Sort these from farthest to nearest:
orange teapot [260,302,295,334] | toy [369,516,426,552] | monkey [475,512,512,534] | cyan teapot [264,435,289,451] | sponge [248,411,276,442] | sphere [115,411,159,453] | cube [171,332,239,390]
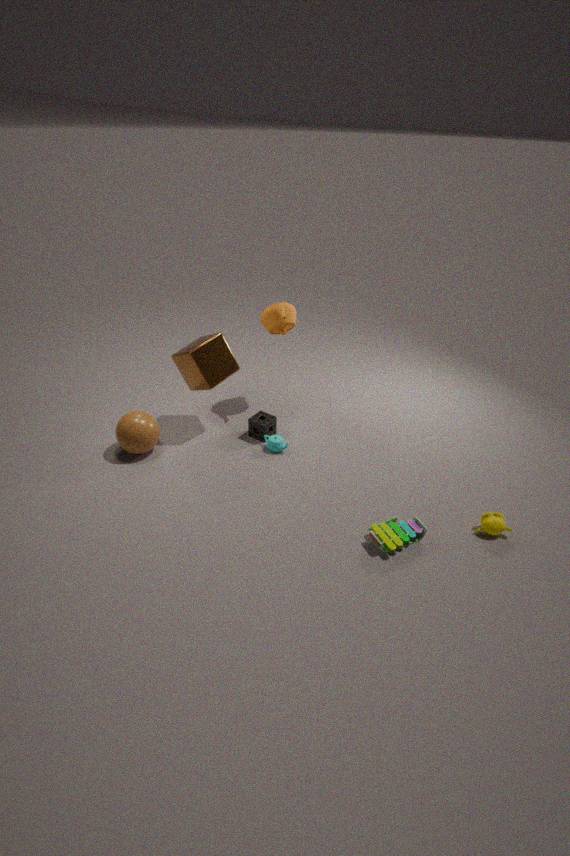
orange teapot [260,302,295,334], sponge [248,411,276,442], cyan teapot [264,435,289,451], cube [171,332,239,390], sphere [115,411,159,453], monkey [475,512,512,534], toy [369,516,426,552]
